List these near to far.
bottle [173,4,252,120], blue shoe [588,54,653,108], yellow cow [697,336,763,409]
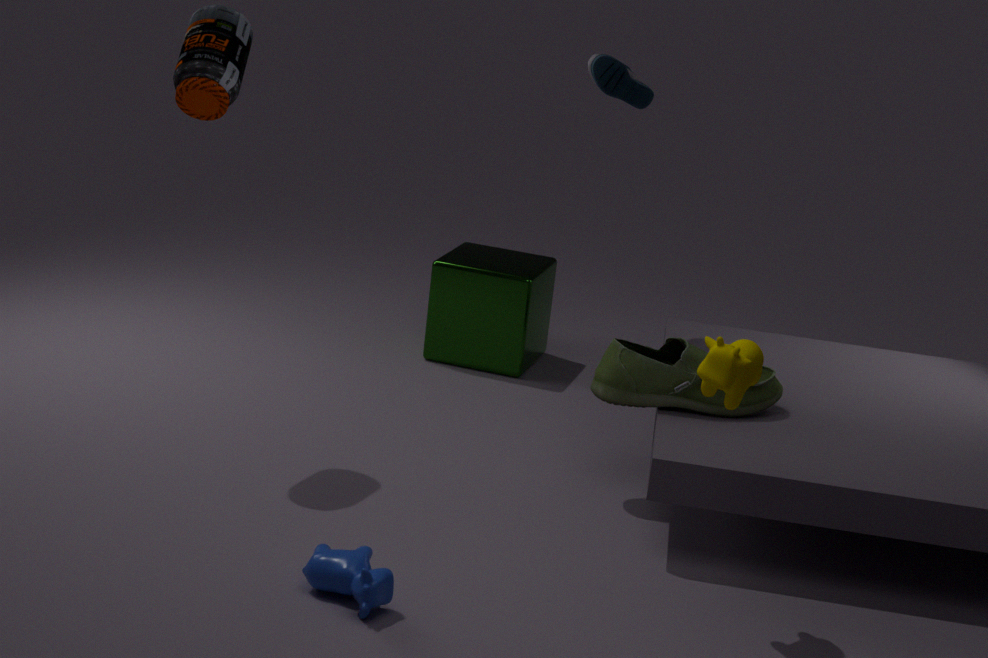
yellow cow [697,336,763,409] < bottle [173,4,252,120] < blue shoe [588,54,653,108]
